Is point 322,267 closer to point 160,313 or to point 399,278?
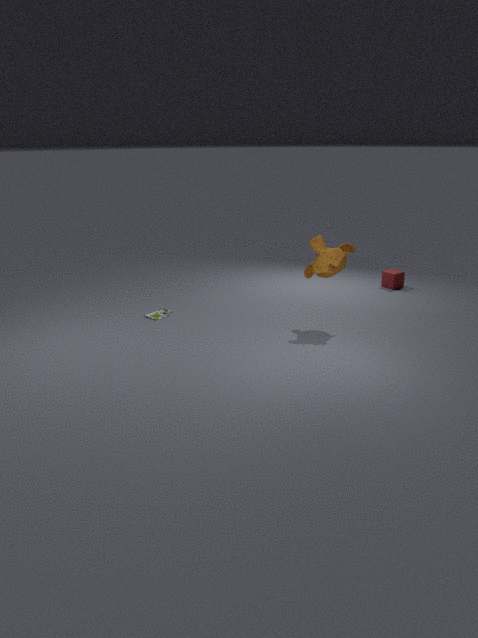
point 399,278
